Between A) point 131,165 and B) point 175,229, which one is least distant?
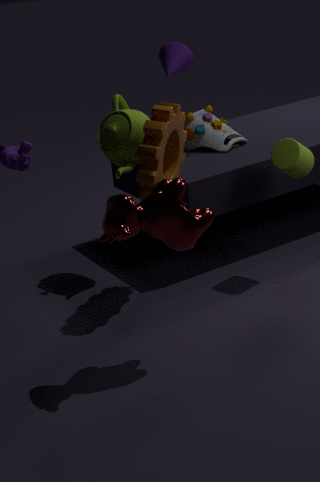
B. point 175,229
